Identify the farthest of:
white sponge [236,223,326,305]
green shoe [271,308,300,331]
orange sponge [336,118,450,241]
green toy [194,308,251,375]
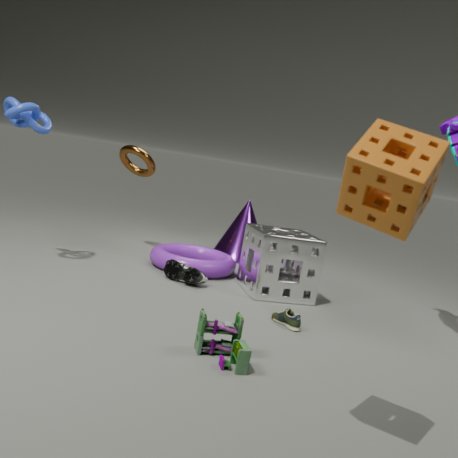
white sponge [236,223,326,305]
